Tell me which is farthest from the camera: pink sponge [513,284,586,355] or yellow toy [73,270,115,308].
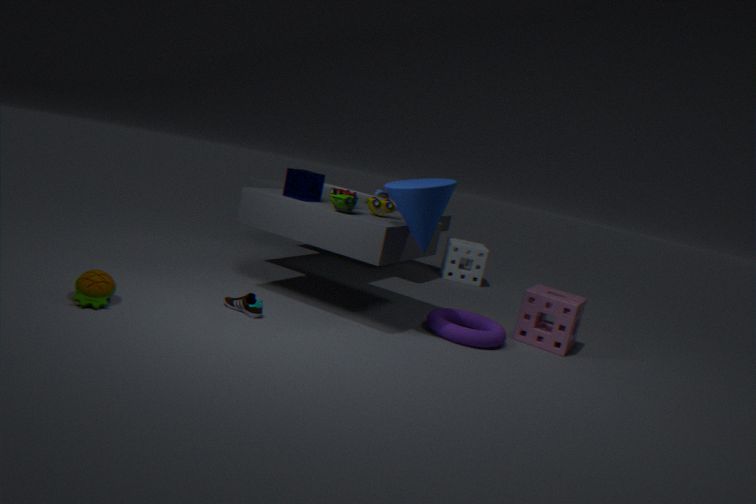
pink sponge [513,284,586,355]
